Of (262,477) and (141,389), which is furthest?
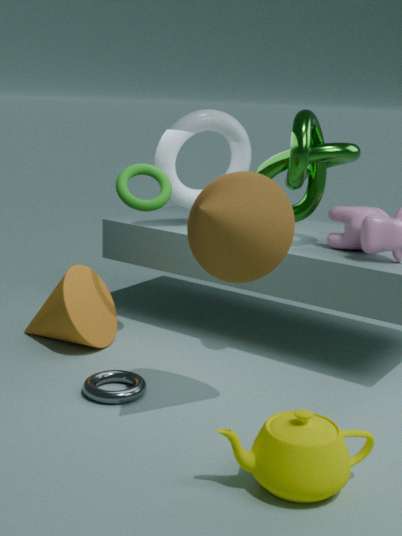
(141,389)
